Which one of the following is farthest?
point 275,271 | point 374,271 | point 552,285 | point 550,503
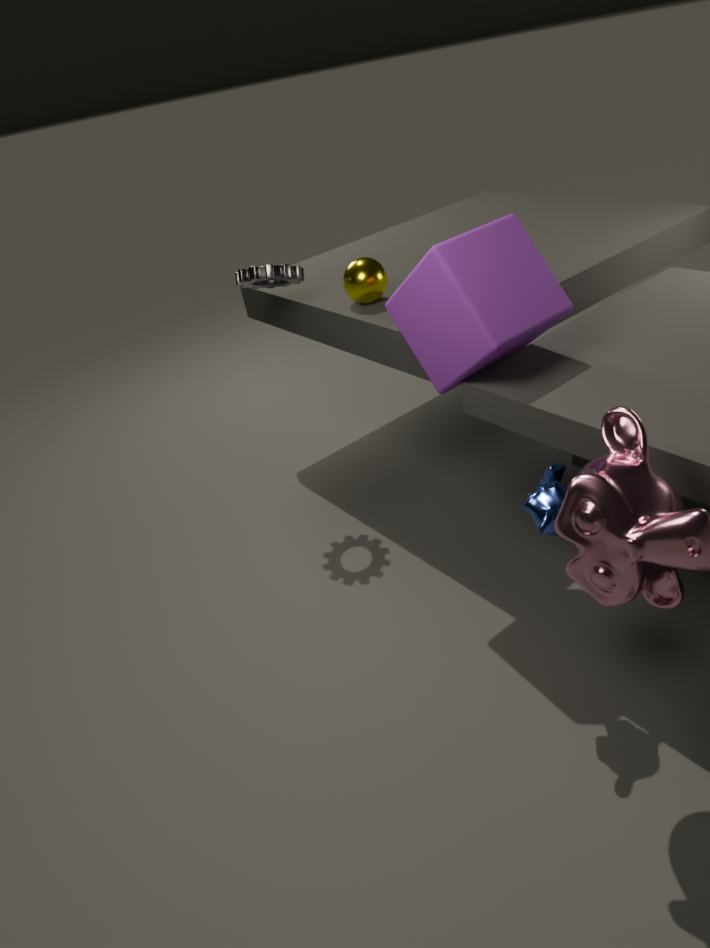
point 374,271
